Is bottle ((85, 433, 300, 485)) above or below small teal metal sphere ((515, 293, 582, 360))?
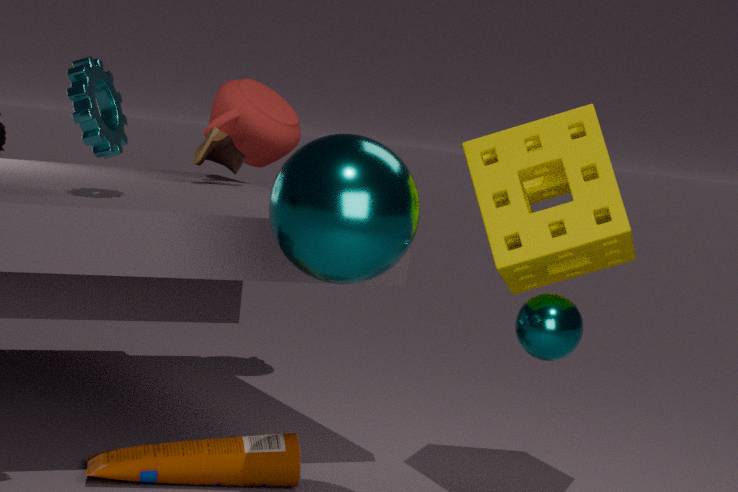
below
